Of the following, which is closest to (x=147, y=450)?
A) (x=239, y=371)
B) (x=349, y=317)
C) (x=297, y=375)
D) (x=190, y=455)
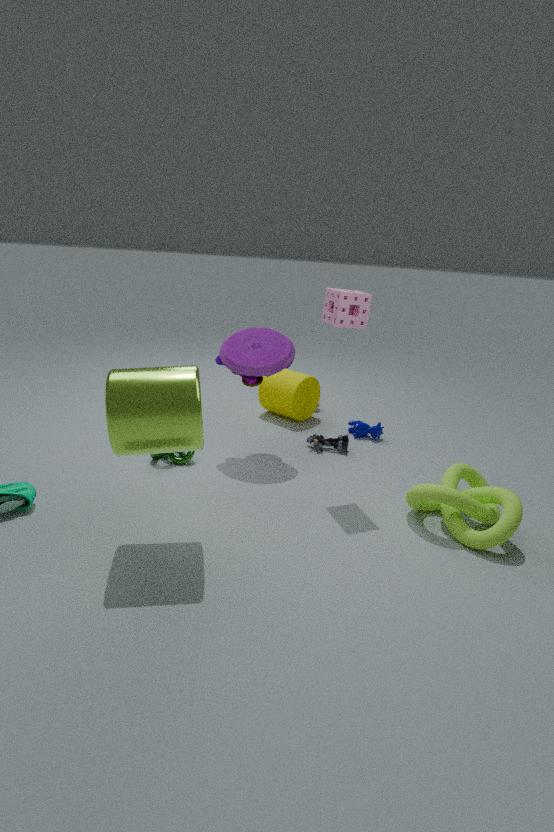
(x=190, y=455)
